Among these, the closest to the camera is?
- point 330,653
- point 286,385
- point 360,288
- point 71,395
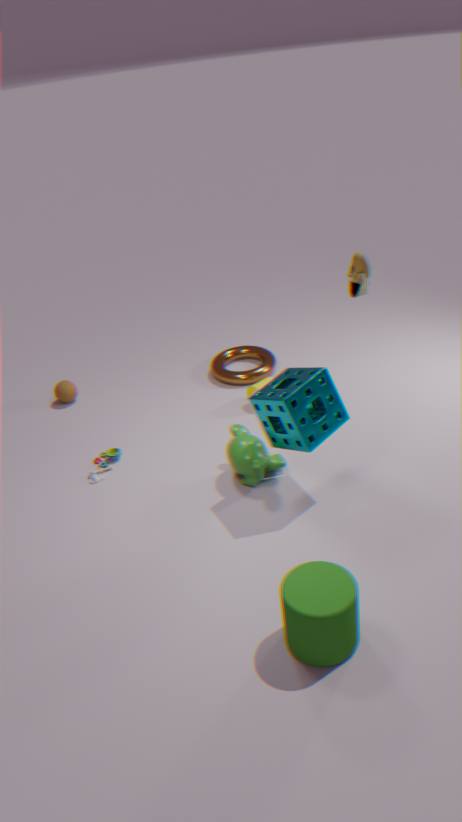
point 330,653
